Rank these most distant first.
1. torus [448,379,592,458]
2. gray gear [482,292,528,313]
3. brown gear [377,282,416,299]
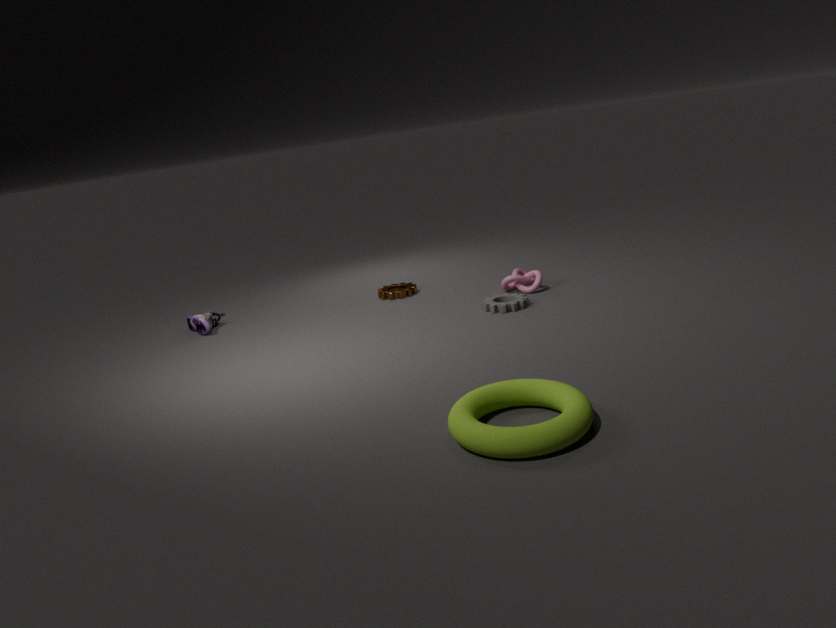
brown gear [377,282,416,299], gray gear [482,292,528,313], torus [448,379,592,458]
